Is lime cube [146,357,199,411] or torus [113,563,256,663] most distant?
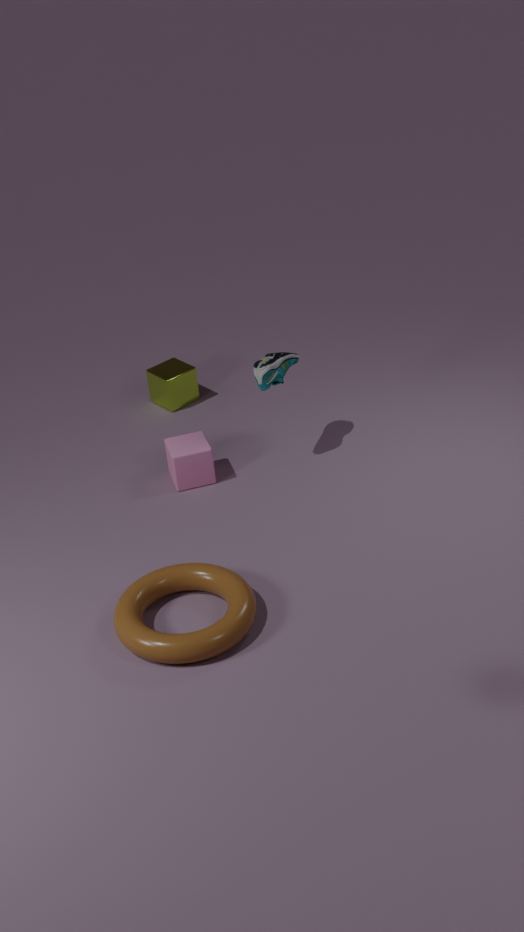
lime cube [146,357,199,411]
